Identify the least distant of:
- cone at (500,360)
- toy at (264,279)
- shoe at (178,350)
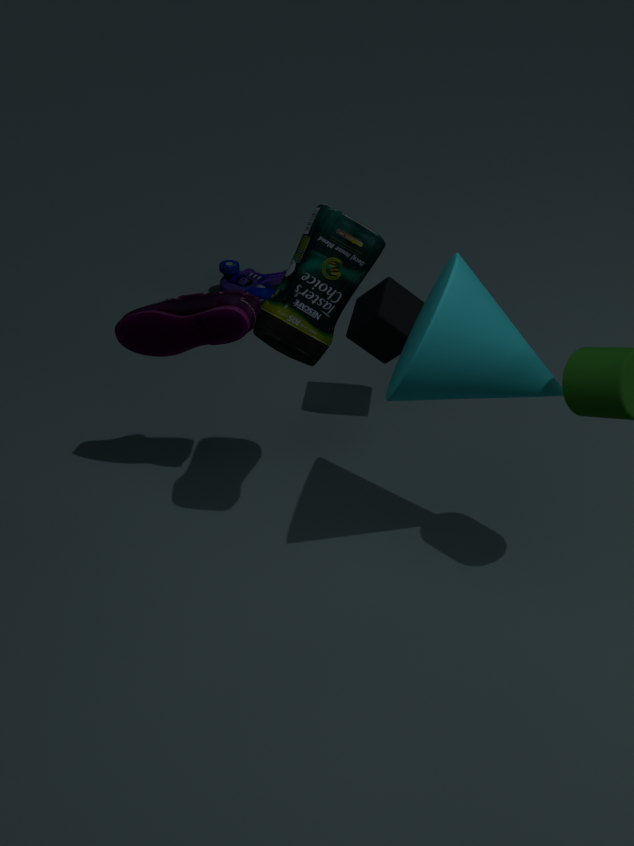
cone at (500,360)
